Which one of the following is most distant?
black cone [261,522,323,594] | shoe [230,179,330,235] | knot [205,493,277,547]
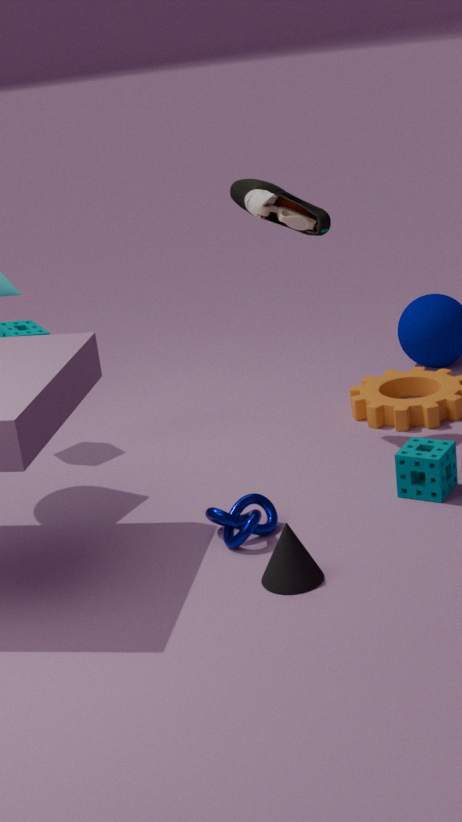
shoe [230,179,330,235]
